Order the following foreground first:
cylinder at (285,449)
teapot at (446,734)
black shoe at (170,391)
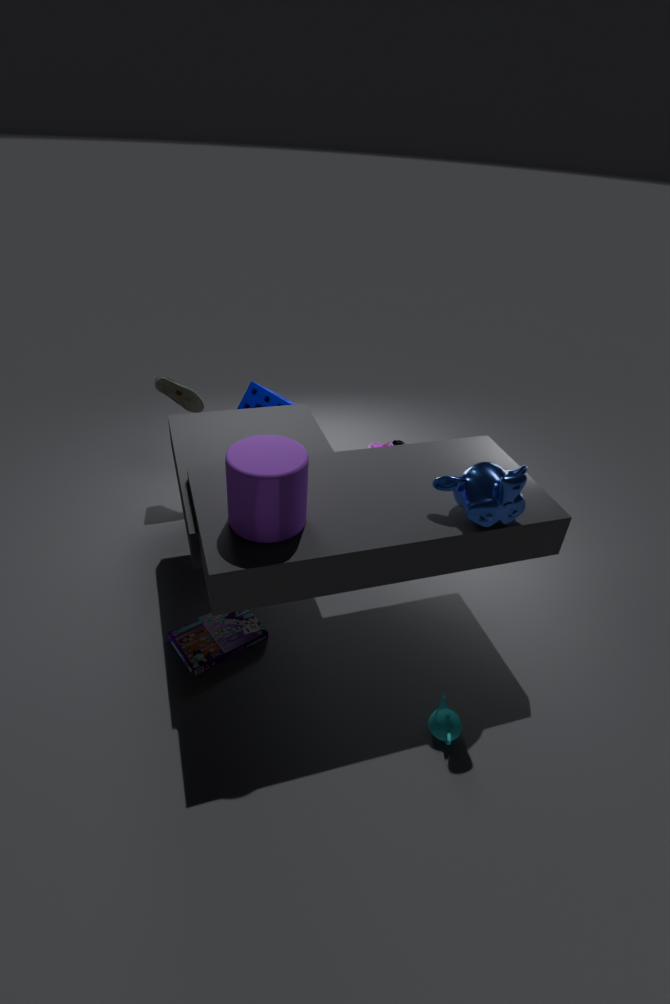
cylinder at (285,449) < teapot at (446,734) < black shoe at (170,391)
